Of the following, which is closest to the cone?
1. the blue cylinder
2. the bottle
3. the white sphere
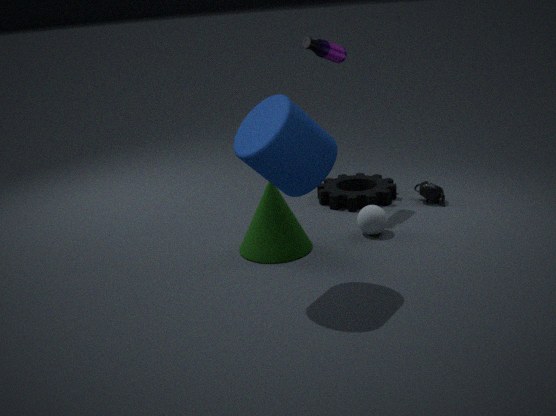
the white sphere
